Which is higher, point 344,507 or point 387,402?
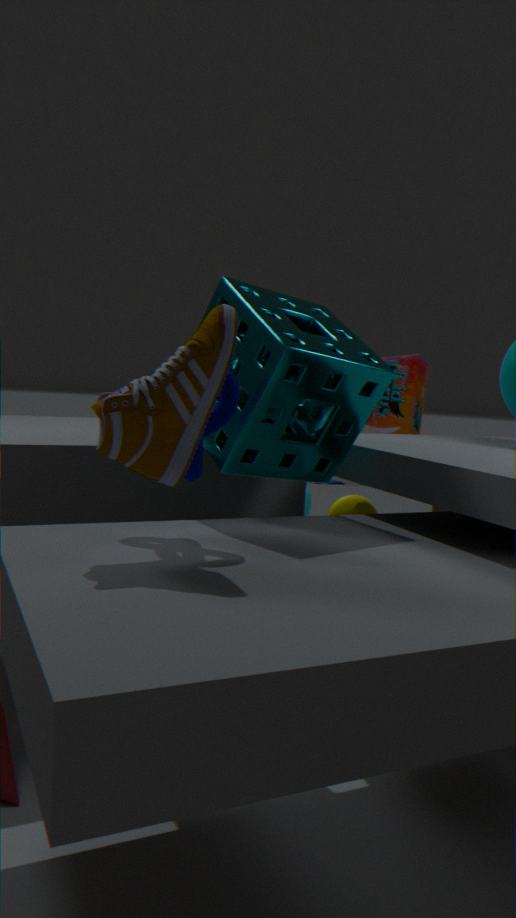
point 387,402
